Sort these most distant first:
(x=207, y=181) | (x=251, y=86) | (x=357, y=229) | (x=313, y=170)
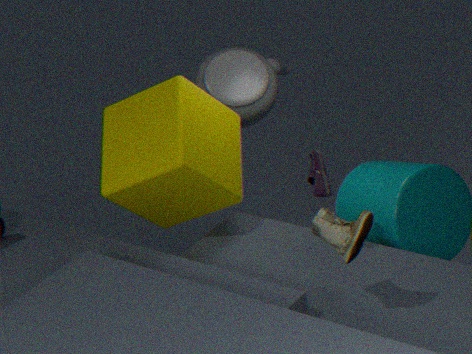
(x=251, y=86) < (x=207, y=181) < (x=313, y=170) < (x=357, y=229)
